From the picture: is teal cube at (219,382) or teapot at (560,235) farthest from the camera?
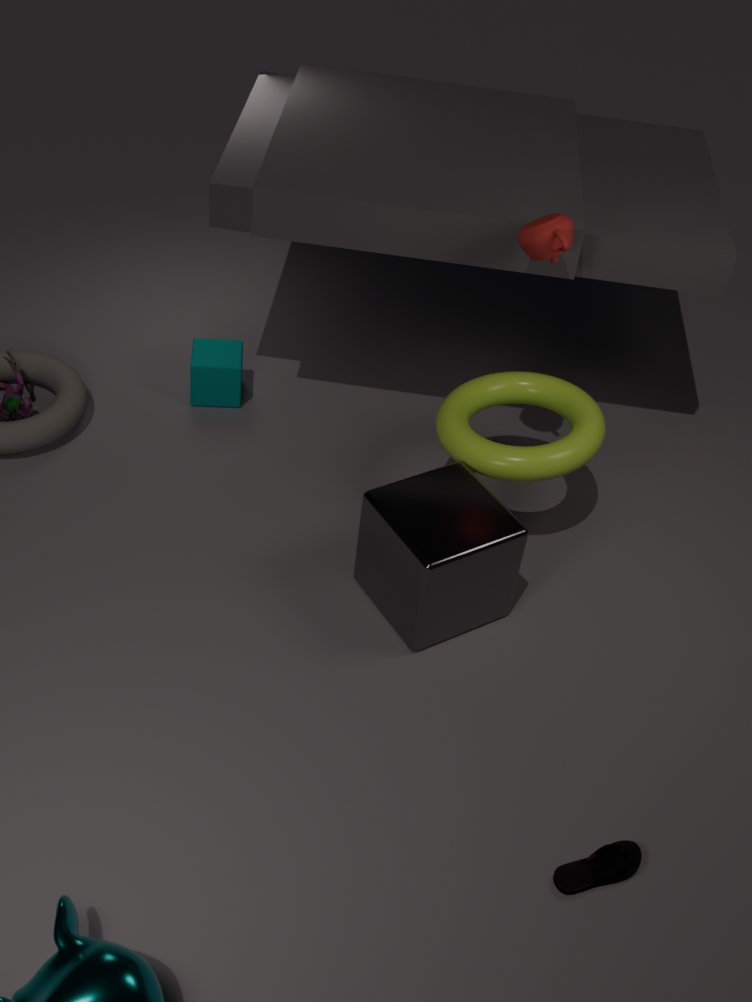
teal cube at (219,382)
